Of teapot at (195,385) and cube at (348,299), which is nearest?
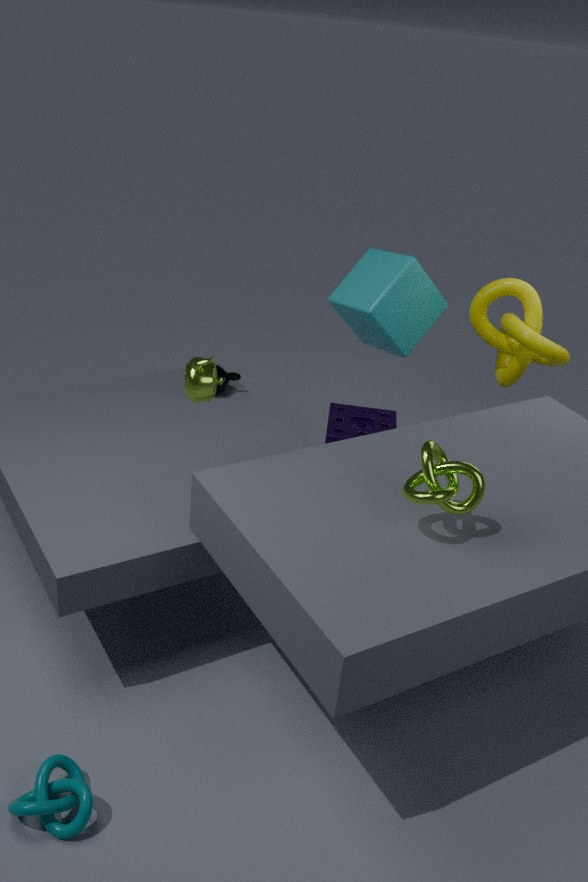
teapot at (195,385)
